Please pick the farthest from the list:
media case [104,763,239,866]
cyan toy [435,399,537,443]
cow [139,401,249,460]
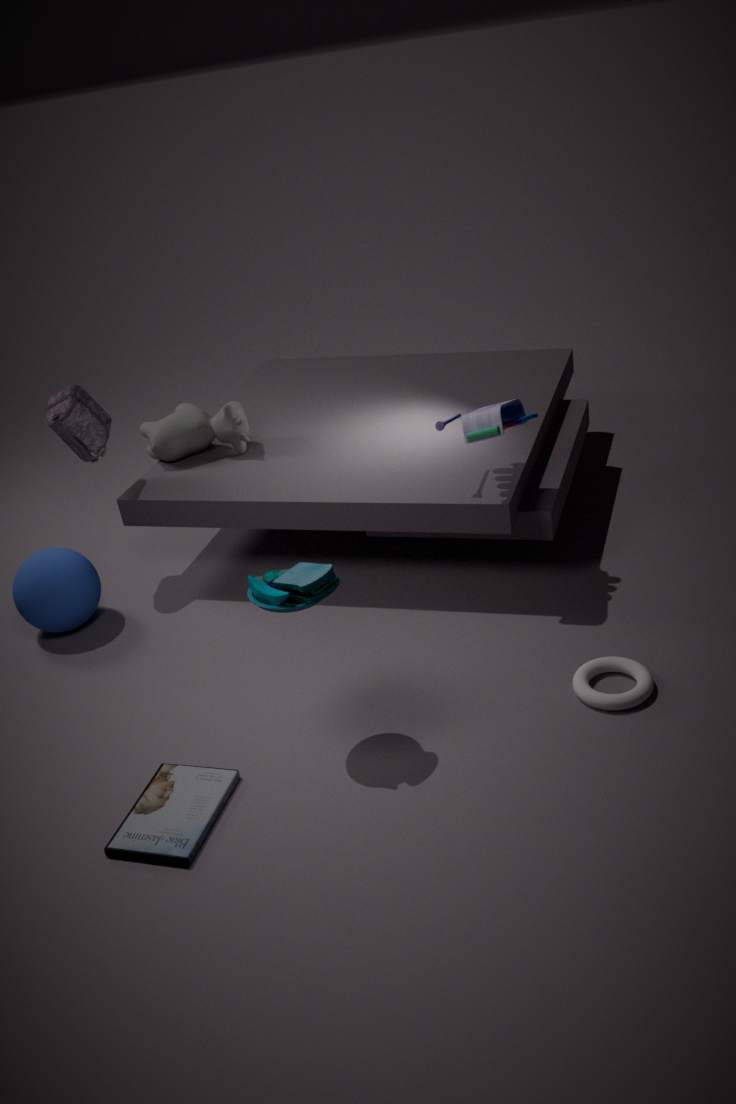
cow [139,401,249,460]
